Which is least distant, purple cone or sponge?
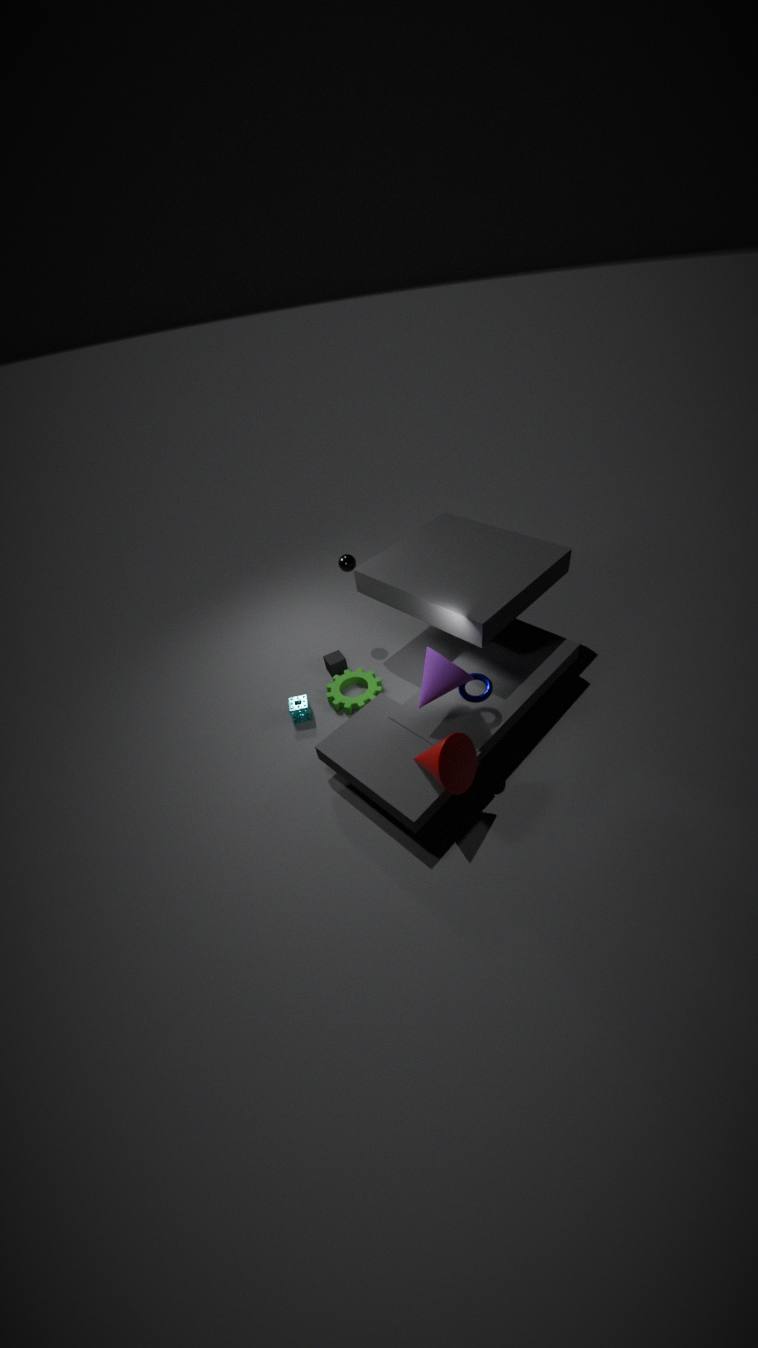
purple cone
